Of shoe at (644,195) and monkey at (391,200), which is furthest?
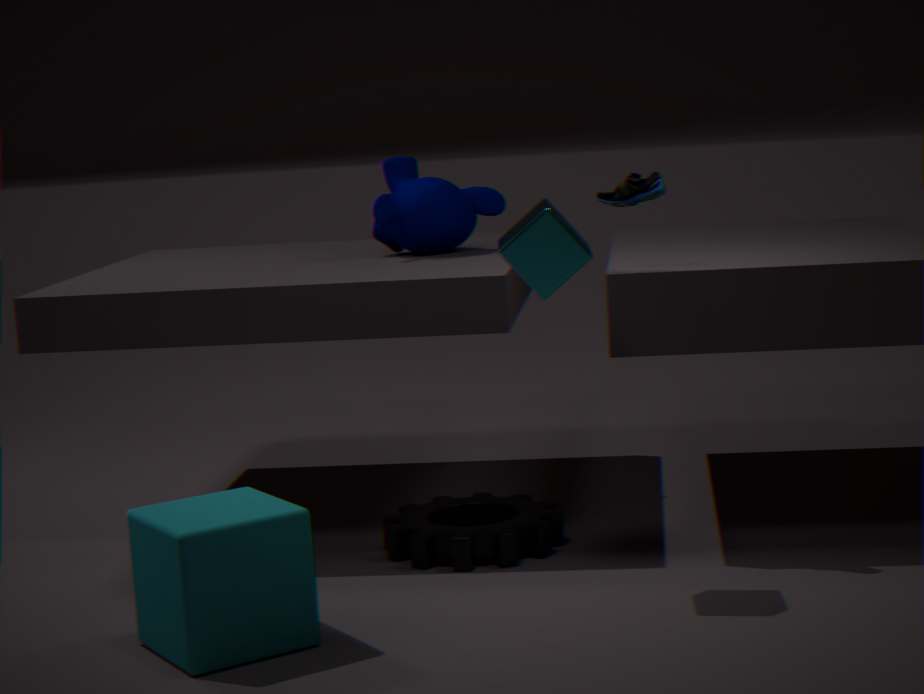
monkey at (391,200)
